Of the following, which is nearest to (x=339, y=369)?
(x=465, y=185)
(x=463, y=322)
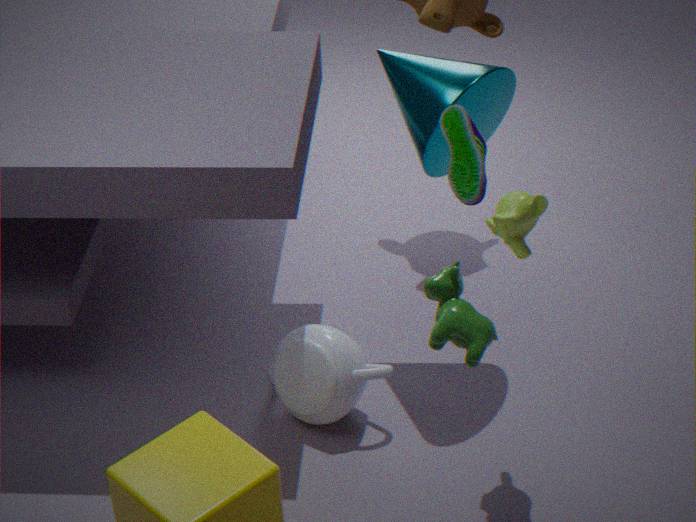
(x=465, y=185)
